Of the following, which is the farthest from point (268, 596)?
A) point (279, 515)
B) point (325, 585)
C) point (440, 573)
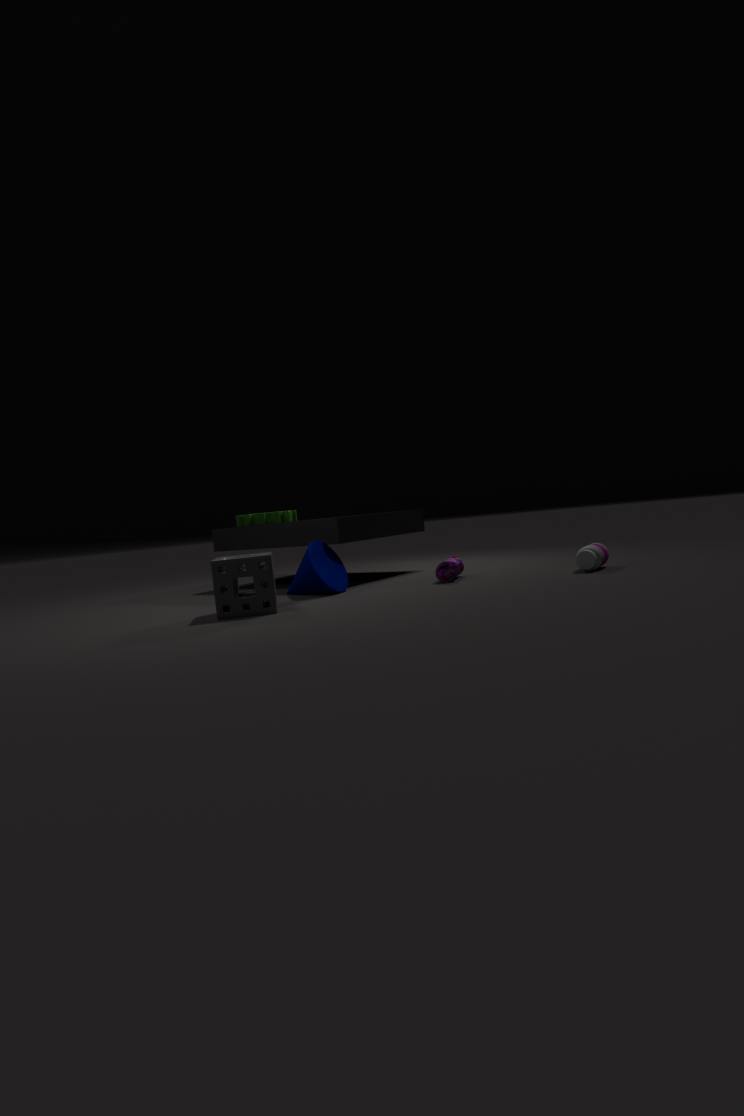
point (279, 515)
